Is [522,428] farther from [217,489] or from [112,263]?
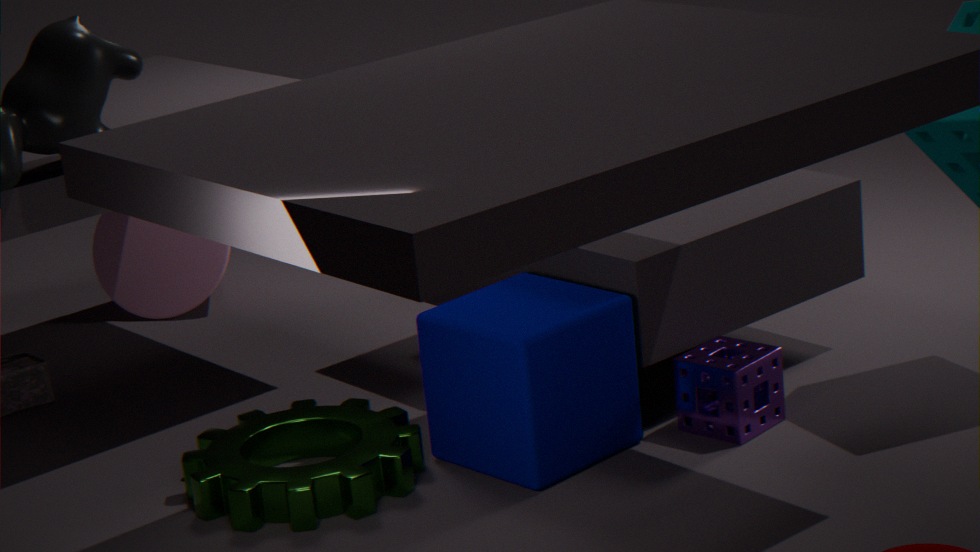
[112,263]
